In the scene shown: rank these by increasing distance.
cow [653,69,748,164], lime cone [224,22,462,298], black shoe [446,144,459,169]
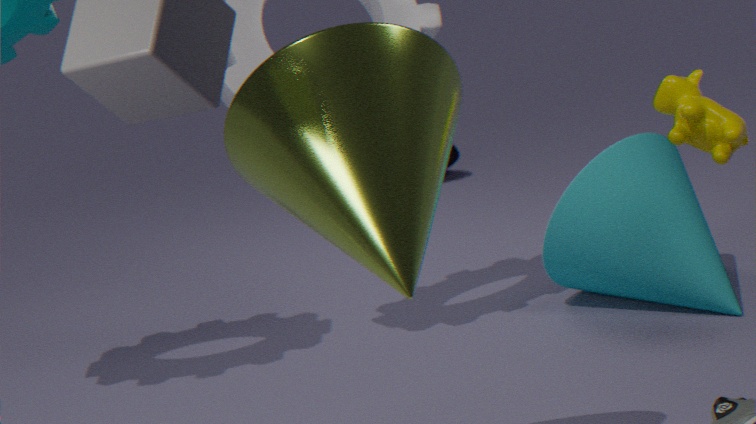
1. lime cone [224,22,462,298]
2. cow [653,69,748,164]
3. black shoe [446,144,459,169]
